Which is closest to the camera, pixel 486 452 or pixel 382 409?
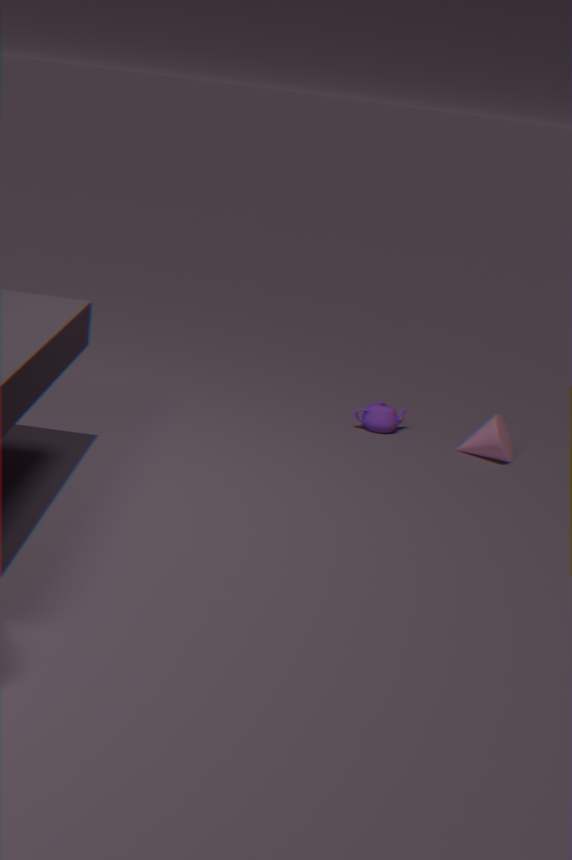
pixel 486 452
